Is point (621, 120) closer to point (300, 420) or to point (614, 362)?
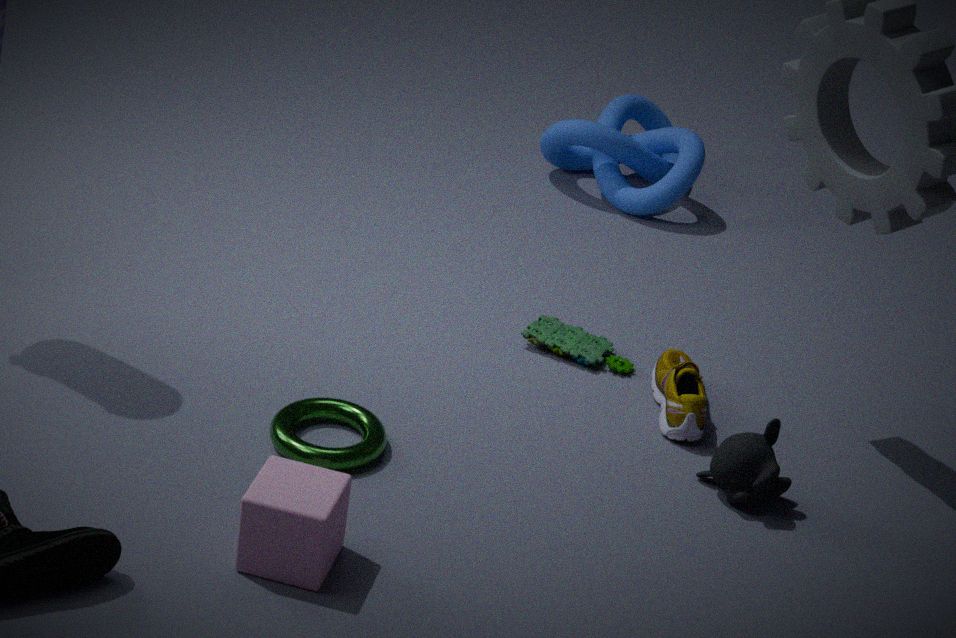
point (614, 362)
